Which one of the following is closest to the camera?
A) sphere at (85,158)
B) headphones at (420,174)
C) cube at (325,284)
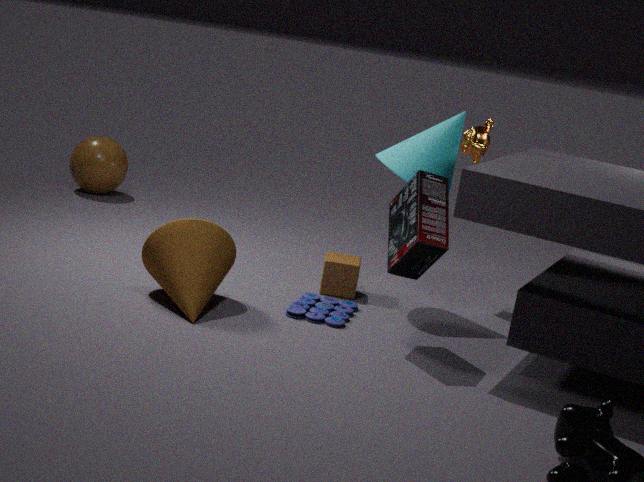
headphones at (420,174)
